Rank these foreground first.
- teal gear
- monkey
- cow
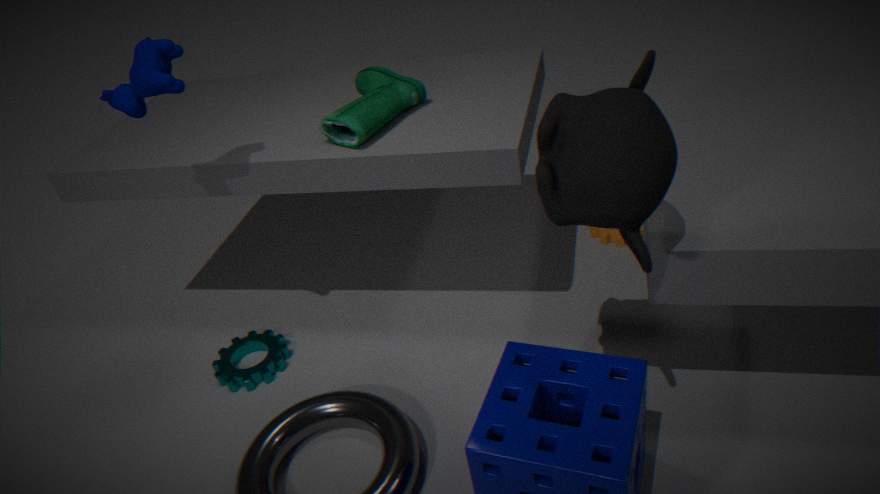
monkey < cow < teal gear
